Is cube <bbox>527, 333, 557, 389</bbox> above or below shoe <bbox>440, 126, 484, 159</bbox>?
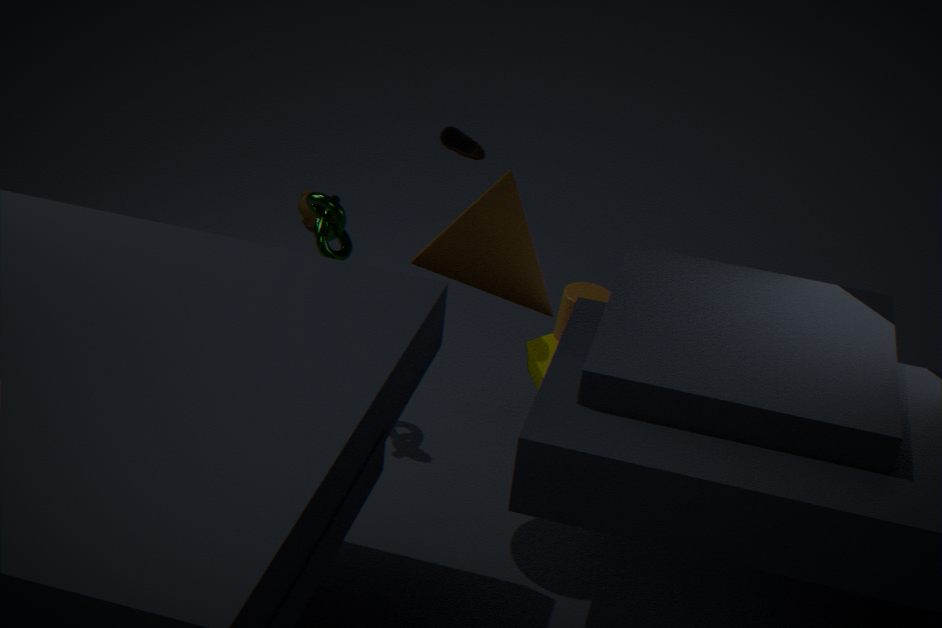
below
